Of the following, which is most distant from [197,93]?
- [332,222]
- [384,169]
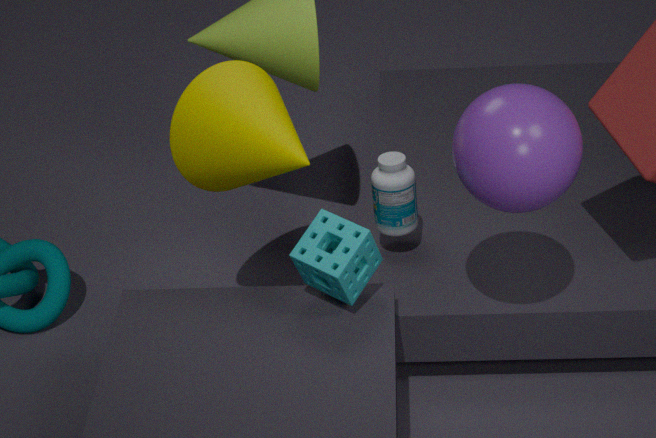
[384,169]
